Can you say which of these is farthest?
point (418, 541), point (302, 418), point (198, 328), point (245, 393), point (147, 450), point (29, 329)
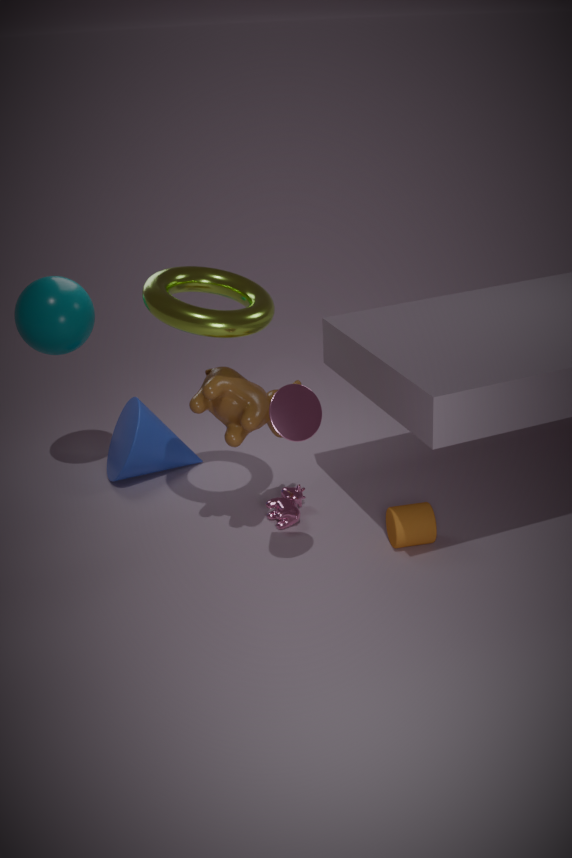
point (147, 450)
